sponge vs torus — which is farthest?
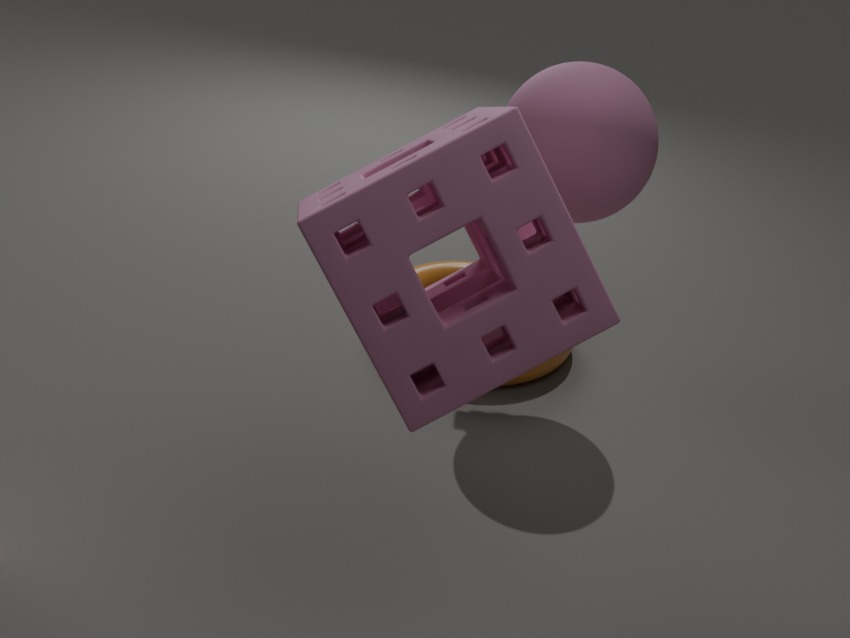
torus
